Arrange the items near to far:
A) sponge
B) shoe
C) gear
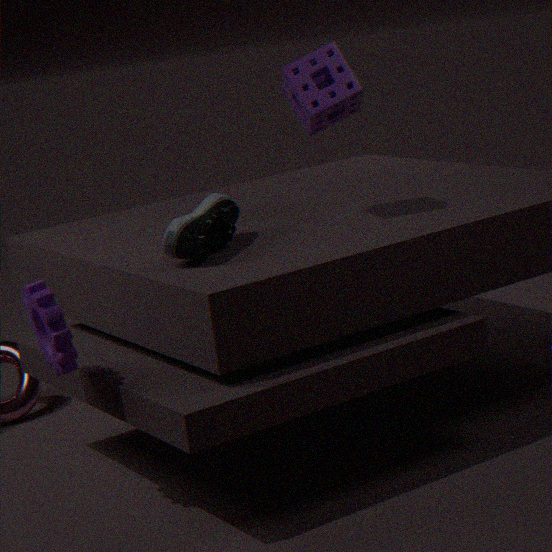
1. gear
2. shoe
3. sponge
